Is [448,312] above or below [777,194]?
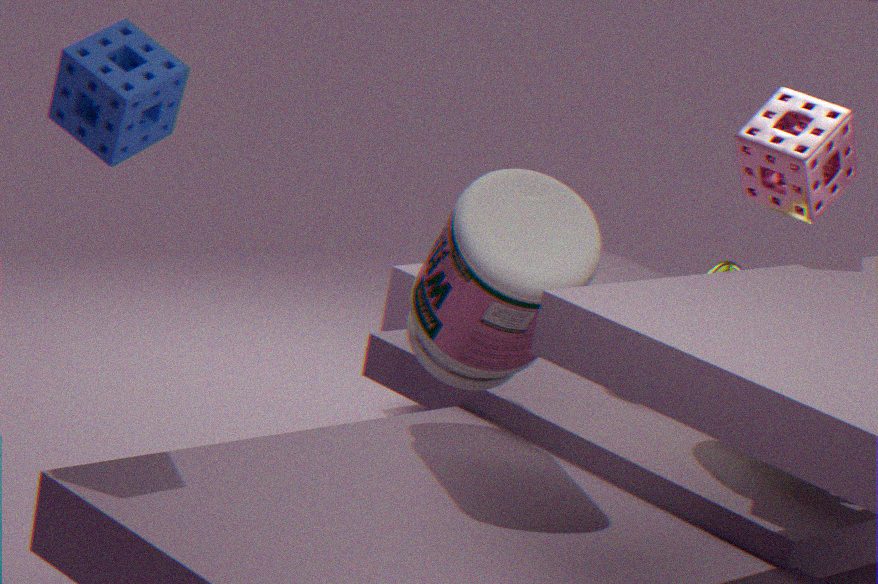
below
